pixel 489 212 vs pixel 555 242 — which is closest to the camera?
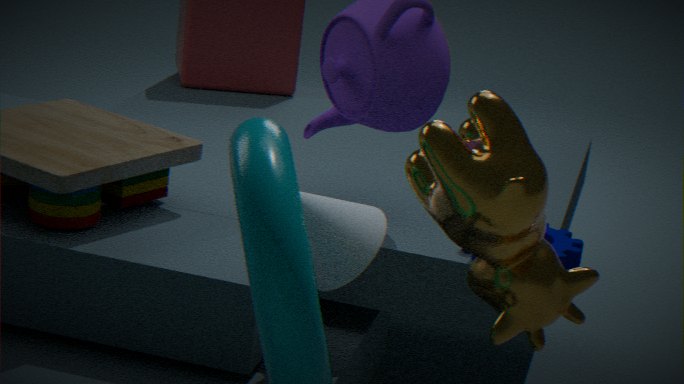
pixel 489 212
